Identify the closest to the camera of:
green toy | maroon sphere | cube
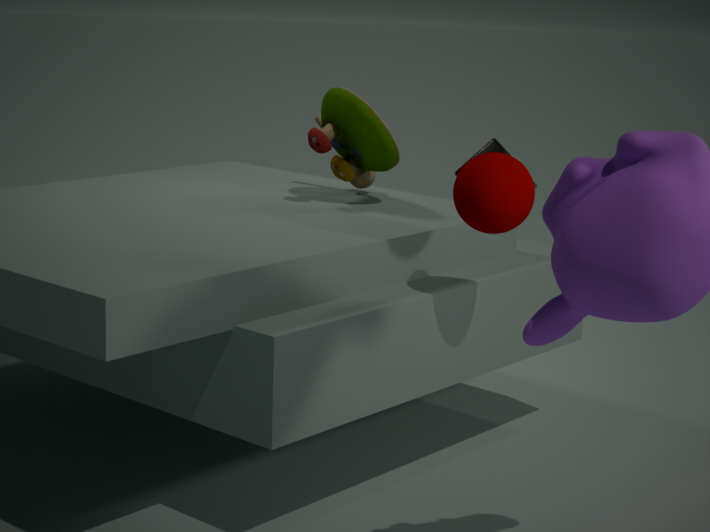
maroon sphere
